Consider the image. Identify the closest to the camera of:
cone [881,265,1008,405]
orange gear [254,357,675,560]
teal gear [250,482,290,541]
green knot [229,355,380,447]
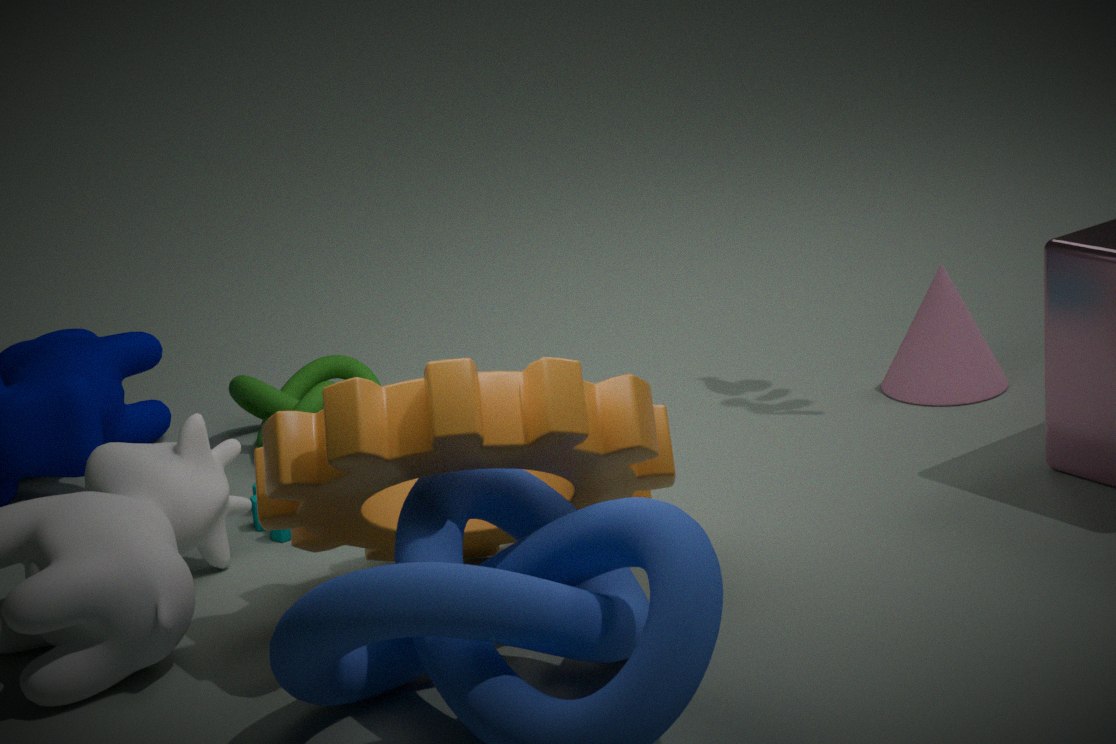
orange gear [254,357,675,560]
